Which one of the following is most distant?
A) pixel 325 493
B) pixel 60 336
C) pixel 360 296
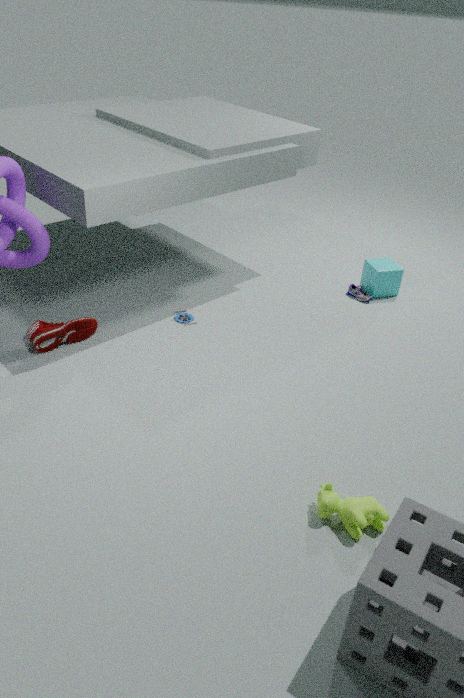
pixel 360 296
